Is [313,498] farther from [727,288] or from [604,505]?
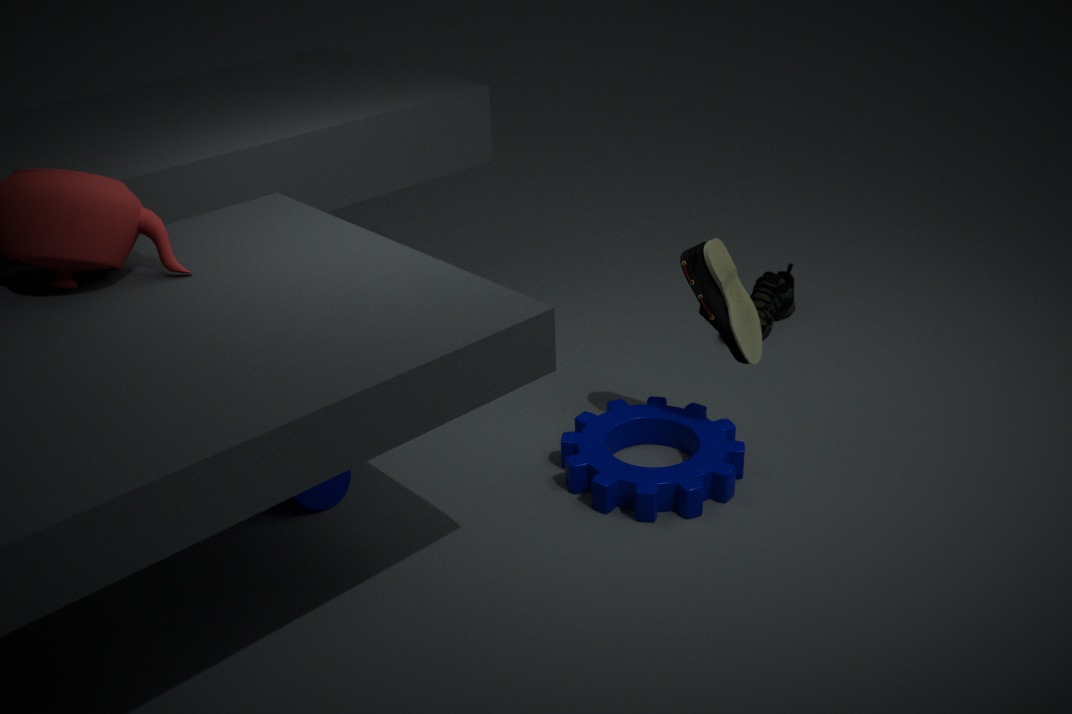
[727,288]
